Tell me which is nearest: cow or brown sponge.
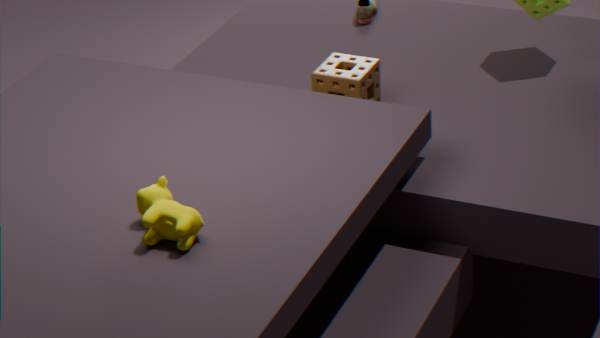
cow
